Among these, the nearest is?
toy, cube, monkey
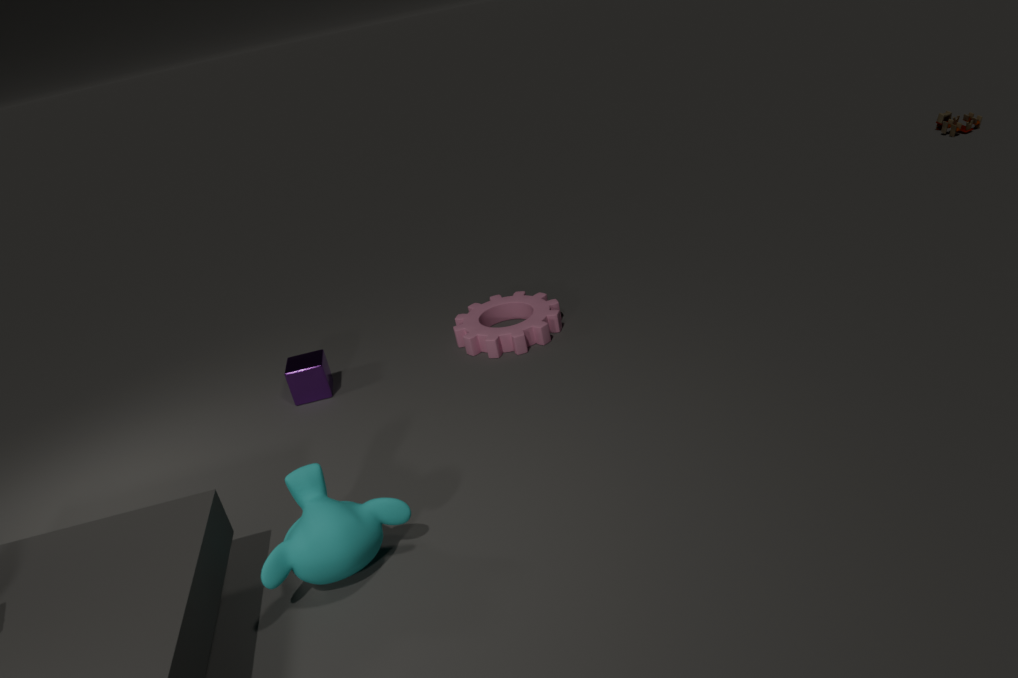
monkey
